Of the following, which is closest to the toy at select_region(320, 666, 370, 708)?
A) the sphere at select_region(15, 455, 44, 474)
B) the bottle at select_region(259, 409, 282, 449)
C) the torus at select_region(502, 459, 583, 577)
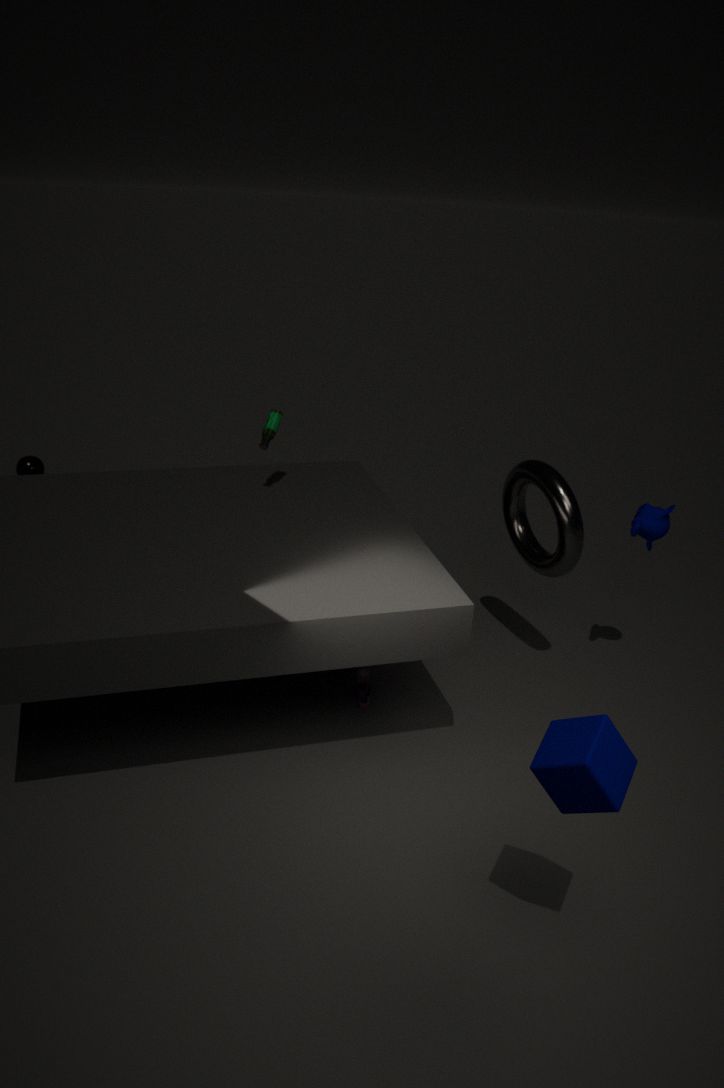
the torus at select_region(502, 459, 583, 577)
